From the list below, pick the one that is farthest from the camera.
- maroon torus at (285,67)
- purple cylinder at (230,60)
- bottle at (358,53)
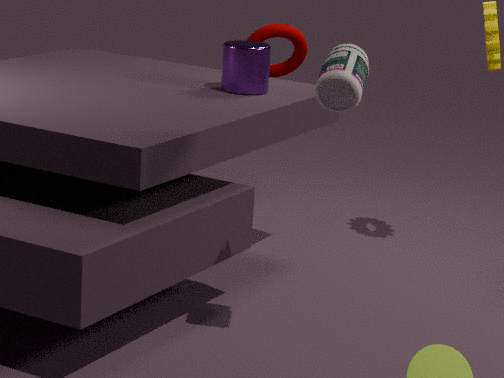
maroon torus at (285,67)
